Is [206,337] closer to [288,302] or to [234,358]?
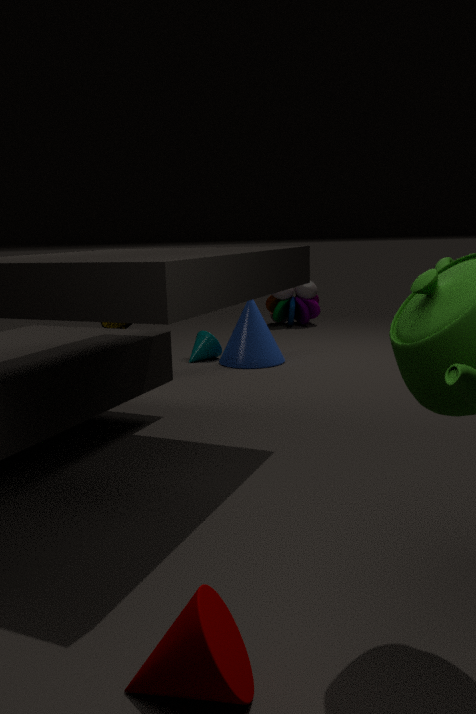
[234,358]
